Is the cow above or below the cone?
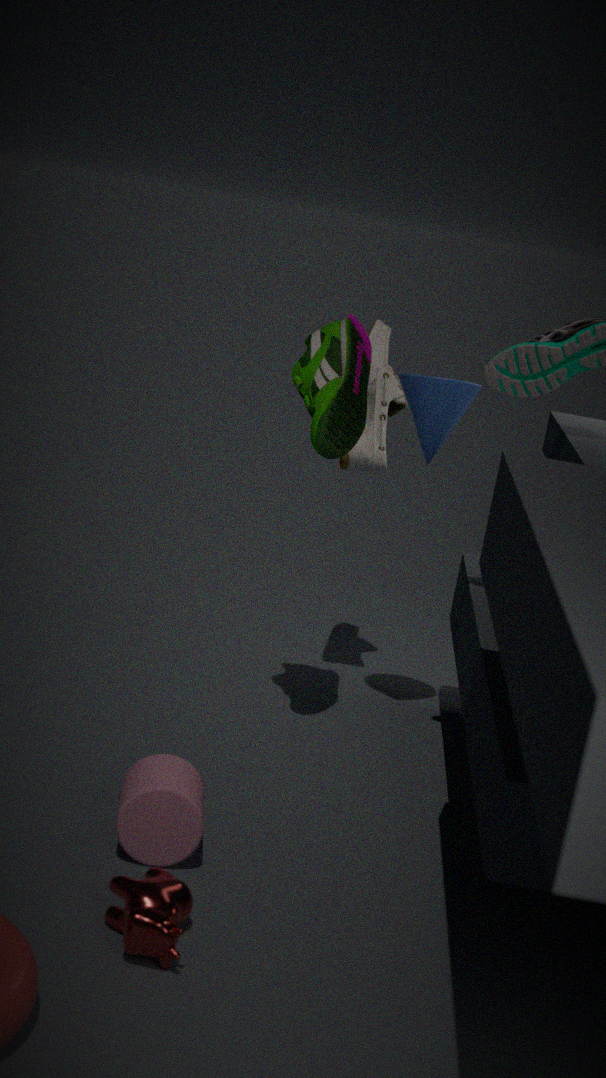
below
